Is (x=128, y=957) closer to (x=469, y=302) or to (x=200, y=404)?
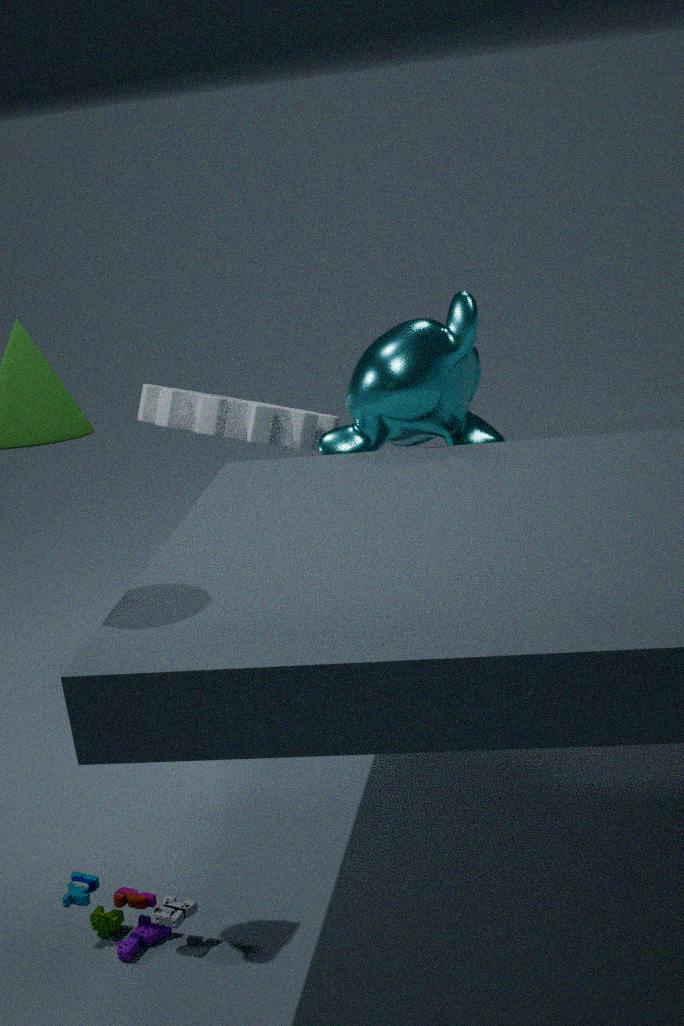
(x=469, y=302)
